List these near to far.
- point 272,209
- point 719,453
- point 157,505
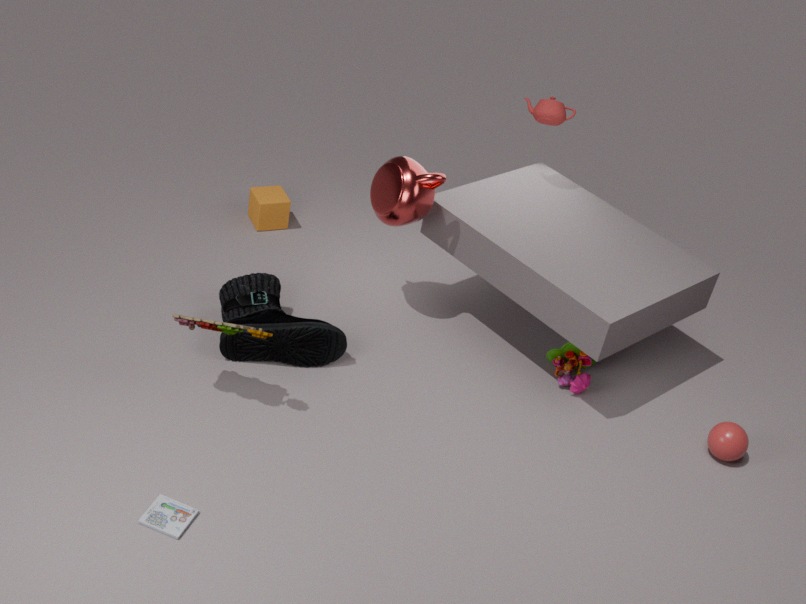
point 157,505
point 719,453
point 272,209
